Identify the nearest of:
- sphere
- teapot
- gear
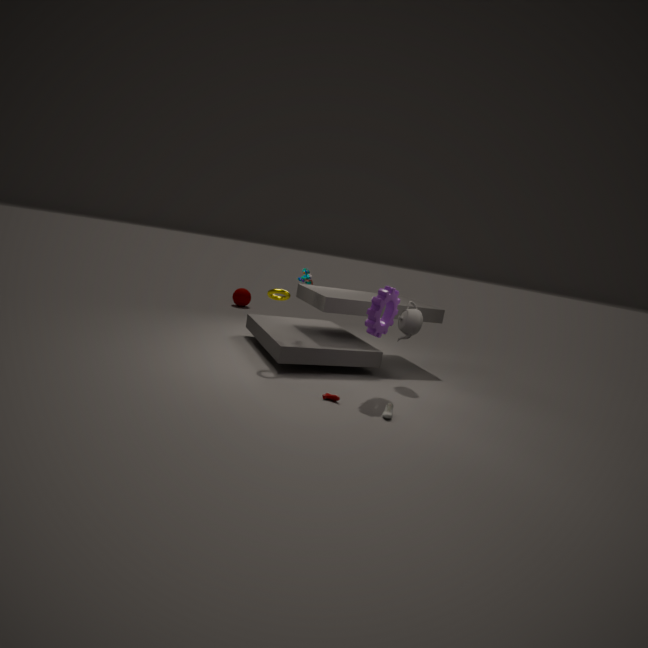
gear
